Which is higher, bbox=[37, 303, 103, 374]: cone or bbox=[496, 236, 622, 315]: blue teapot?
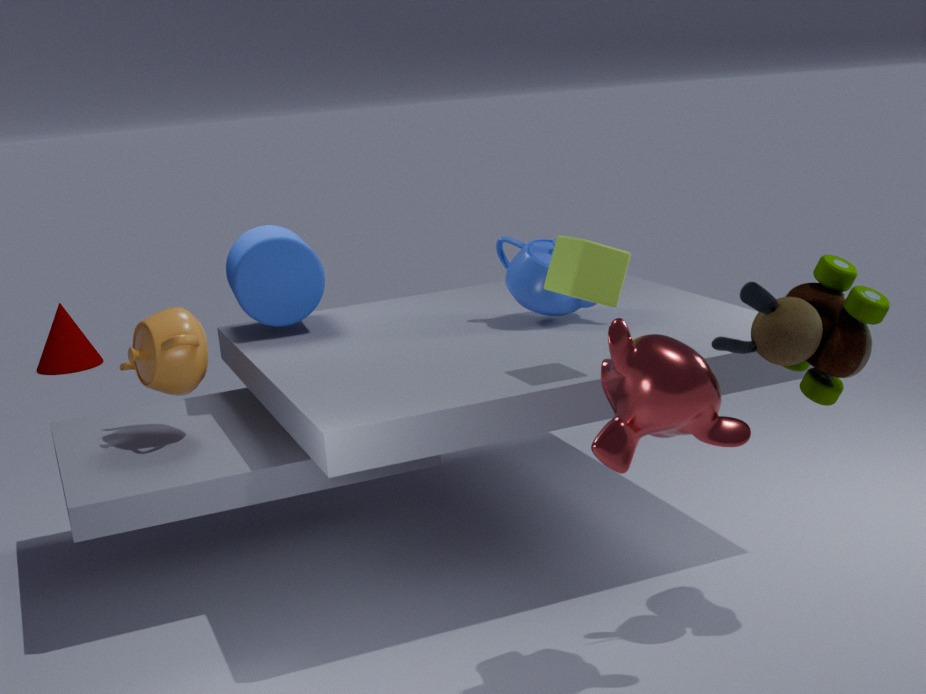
bbox=[496, 236, 622, 315]: blue teapot
